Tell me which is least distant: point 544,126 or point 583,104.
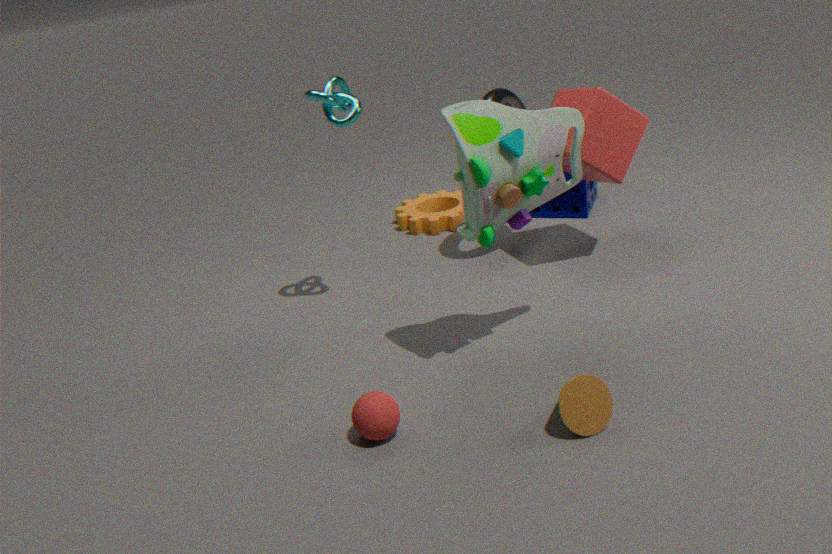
point 544,126
